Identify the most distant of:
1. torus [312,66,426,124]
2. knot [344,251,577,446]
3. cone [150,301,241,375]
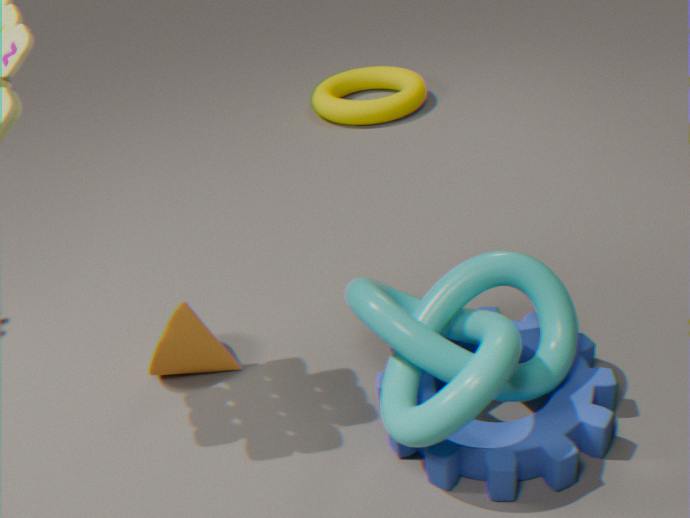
torus [312,66,426,124]
